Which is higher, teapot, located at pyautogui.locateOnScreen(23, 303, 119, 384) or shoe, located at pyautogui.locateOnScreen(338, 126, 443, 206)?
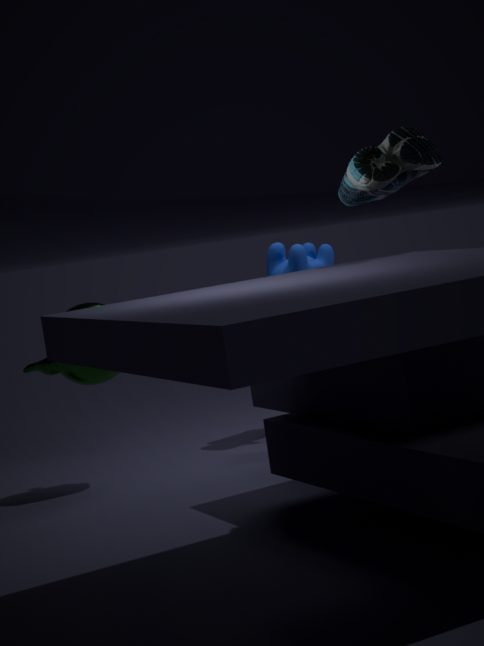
shoe, located at pyautogui.locateOnScreen(338, 126, 443, 206)
